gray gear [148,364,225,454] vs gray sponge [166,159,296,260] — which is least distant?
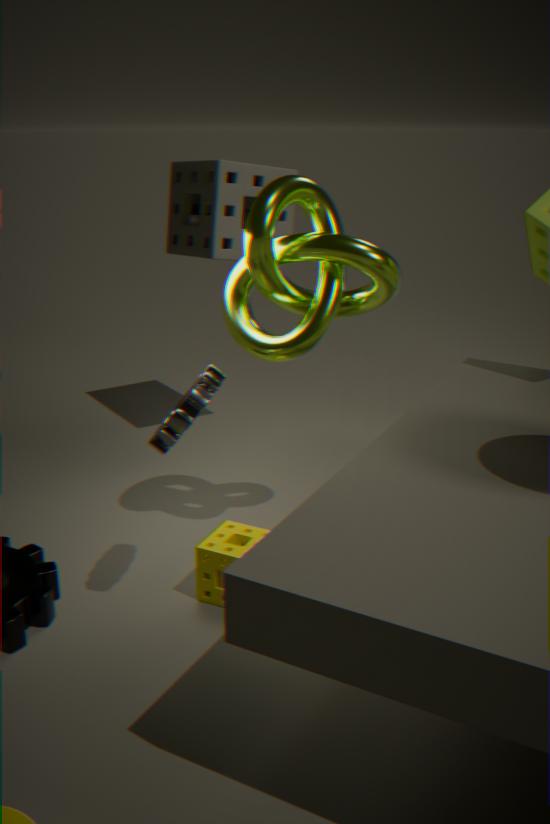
gray gear [148,364,225,454]
